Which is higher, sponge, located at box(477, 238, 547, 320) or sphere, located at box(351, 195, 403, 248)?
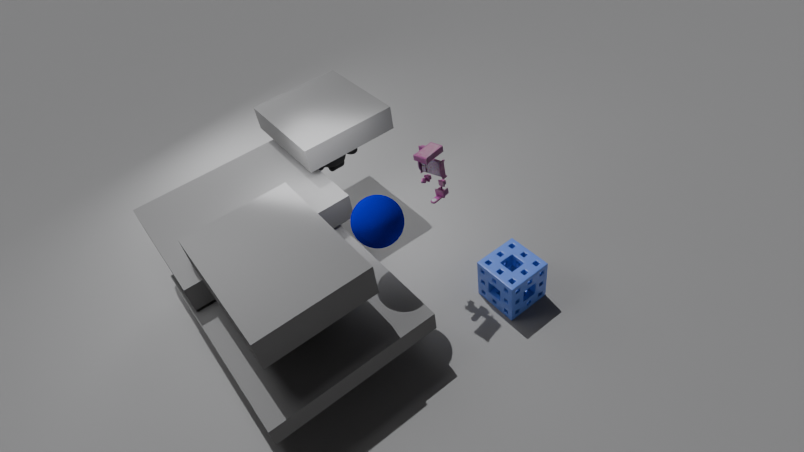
sphere, located at box(351, 195, 403, 248)
